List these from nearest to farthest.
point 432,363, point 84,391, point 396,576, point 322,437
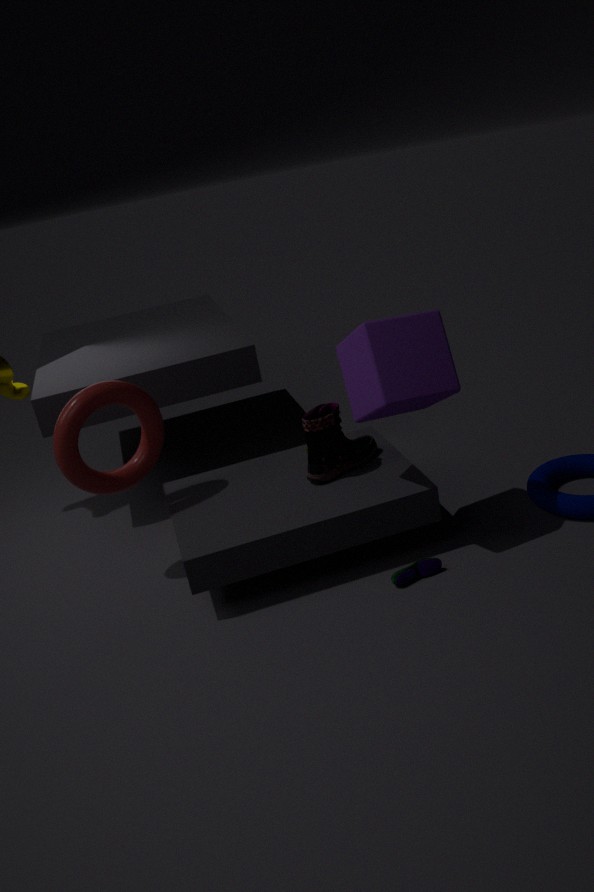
point 432,363
point 396,576
point 84,391
point 322,437
